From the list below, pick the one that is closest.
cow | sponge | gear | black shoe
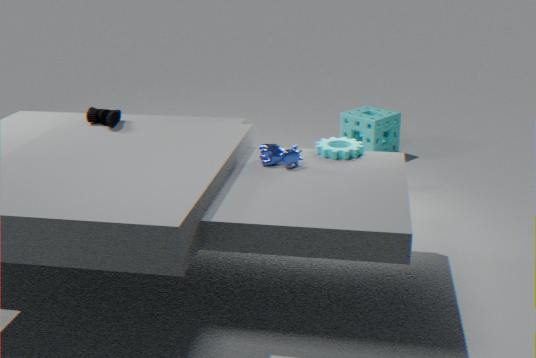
cow
